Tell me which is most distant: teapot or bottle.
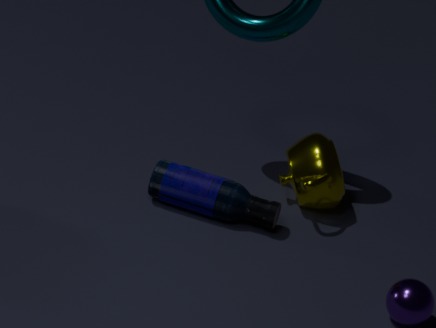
teapot
